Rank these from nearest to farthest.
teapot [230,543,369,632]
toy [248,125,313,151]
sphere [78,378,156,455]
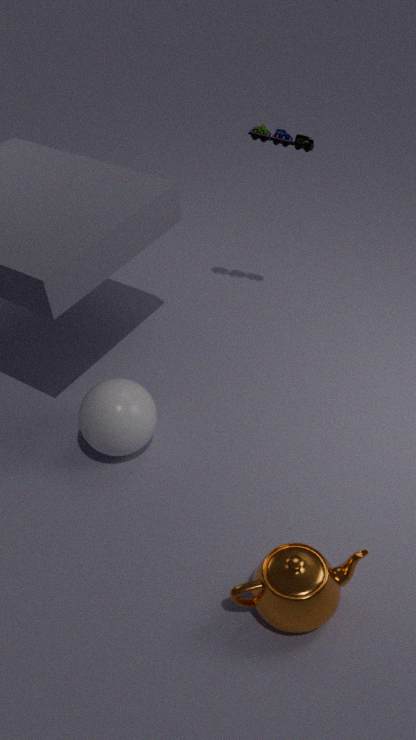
1. teapot [230,543,369,632]
2. sphere [78,378,156,455]
3. toy [248,125,313,151]
